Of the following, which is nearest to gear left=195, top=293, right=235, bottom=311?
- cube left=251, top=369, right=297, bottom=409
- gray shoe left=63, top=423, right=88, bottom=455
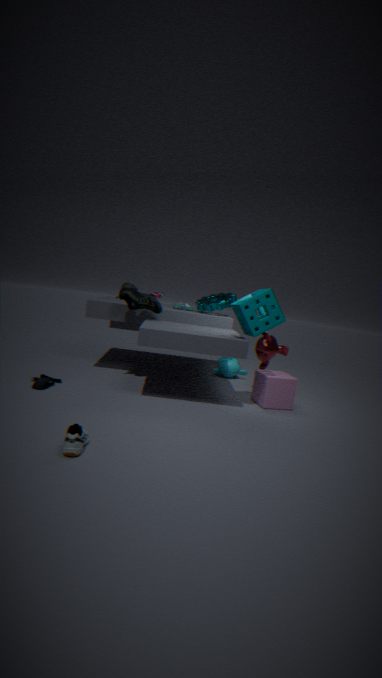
cube left=251, top=369, right=297, bottom=409
